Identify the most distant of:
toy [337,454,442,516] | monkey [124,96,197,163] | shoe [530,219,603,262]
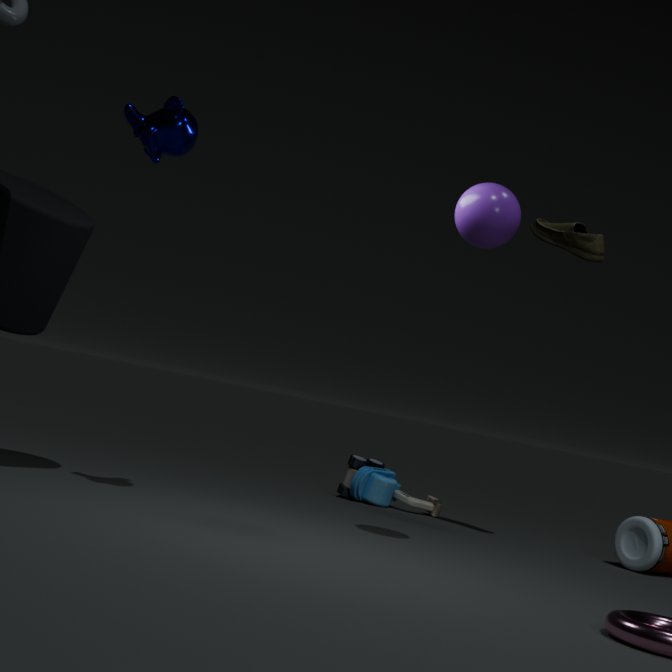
toy [337,454,442,516]
